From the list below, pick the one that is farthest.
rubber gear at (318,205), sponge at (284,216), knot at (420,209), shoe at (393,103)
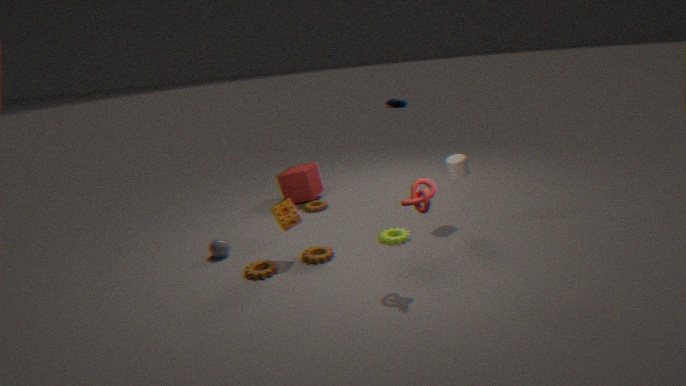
shoe at (393,103)
